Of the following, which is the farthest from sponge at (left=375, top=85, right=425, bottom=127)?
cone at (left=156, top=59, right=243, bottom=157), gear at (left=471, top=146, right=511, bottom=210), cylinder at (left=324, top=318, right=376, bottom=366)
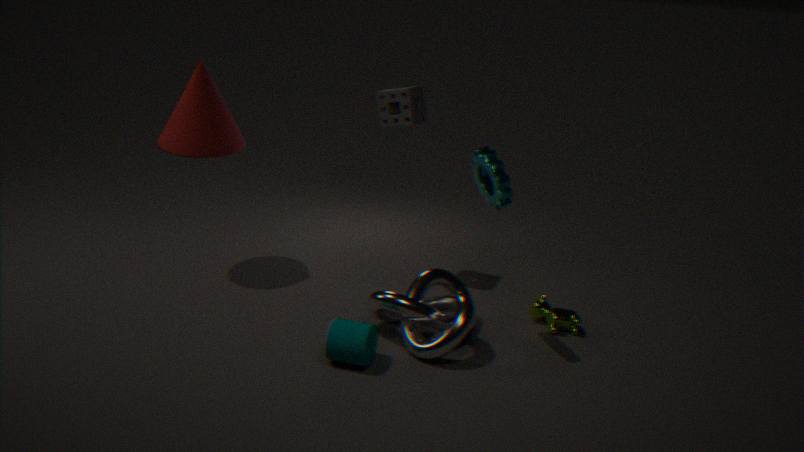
cylinder at (left=324, top=318, right=376, bottom=366)
